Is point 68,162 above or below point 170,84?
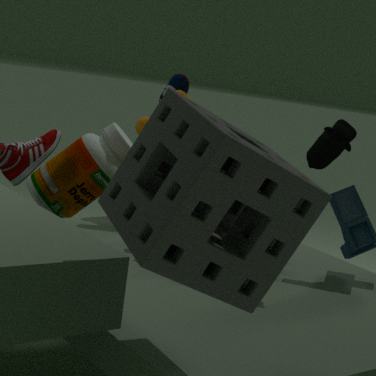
below
